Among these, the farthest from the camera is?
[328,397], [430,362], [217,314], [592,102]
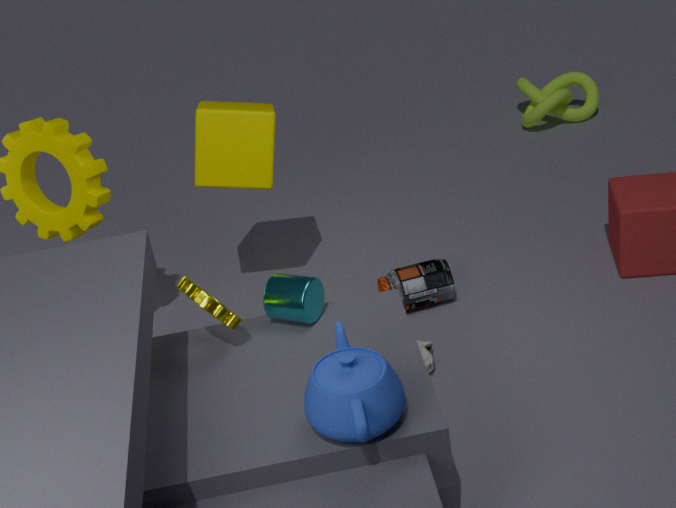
[592,102]
